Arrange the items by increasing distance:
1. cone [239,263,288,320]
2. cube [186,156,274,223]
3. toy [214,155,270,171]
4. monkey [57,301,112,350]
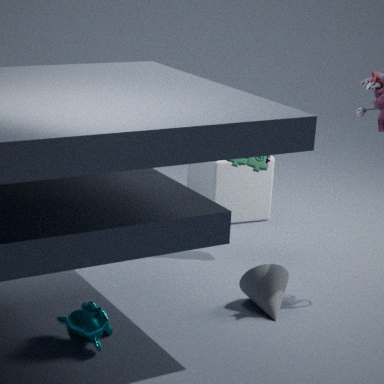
monkey [57,301,112,350] → cone [239,263,288,320] → toy [214,155,270,171] → cube [186,156,274,223]
